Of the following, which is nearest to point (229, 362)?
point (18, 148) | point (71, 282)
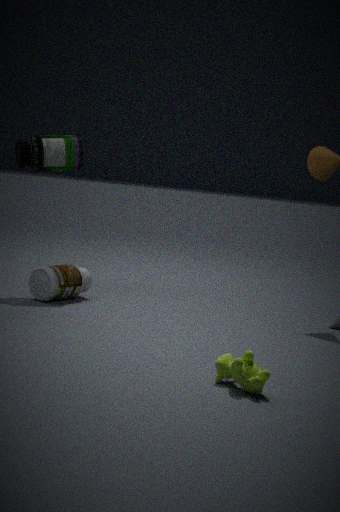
point (71, 282)
